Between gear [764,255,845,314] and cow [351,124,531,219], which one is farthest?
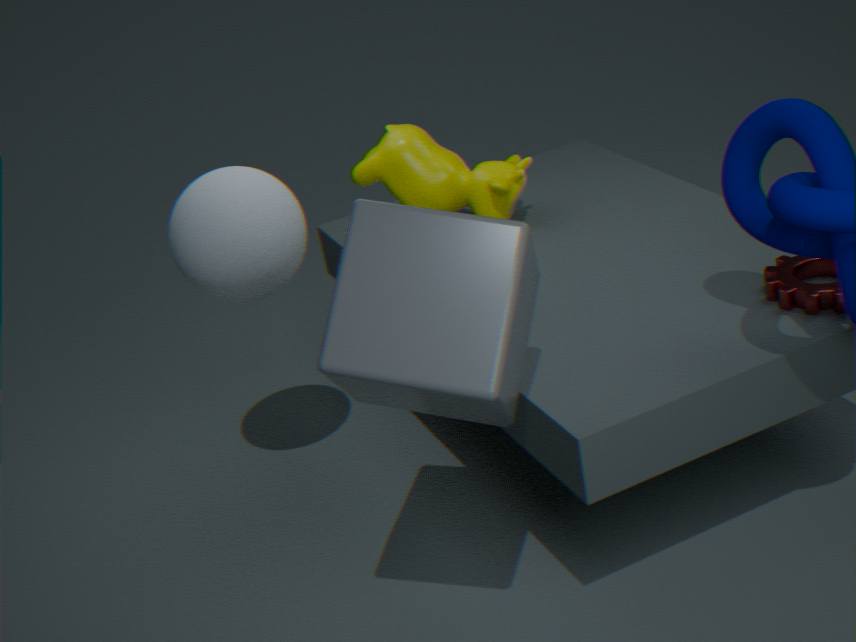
cow [351,124,531,219]
